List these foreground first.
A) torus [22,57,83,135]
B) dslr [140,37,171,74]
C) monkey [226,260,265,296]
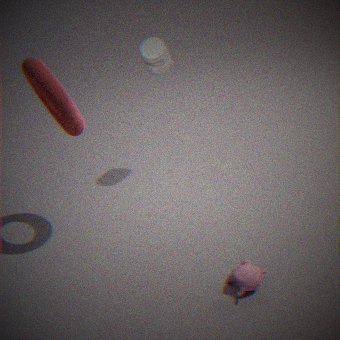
1. C. monkey [226,260,265,296]
2. A. torus [22,57,83,135]
3. B. dslr [140,37,171,74]
